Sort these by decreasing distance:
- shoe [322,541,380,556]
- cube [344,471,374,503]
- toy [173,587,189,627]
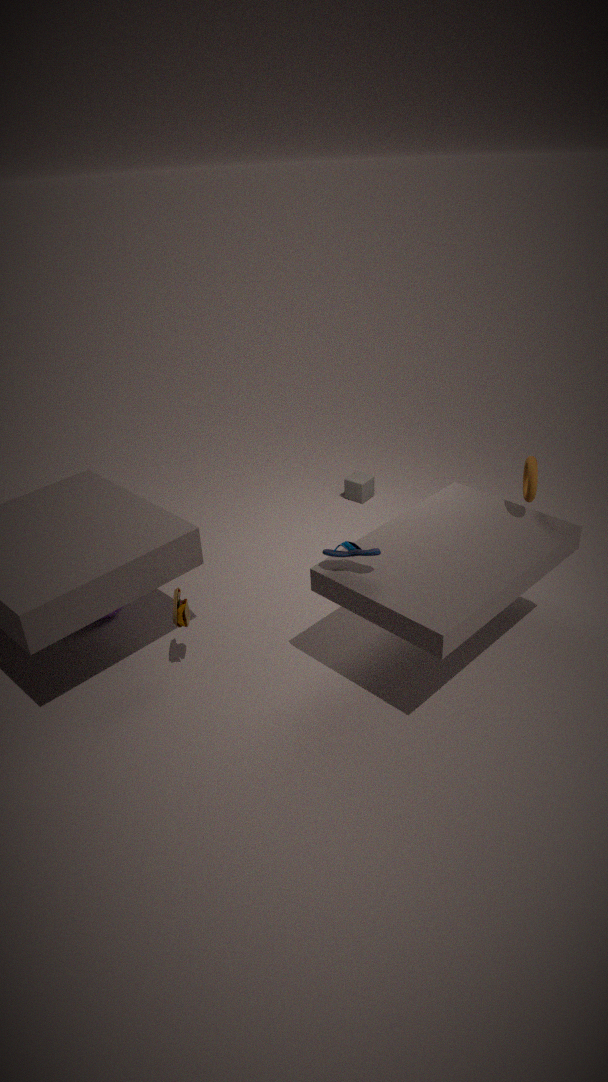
cube [344,471,374,503]
toy [173,587,189,627]
shoe [322,541,380,556]
